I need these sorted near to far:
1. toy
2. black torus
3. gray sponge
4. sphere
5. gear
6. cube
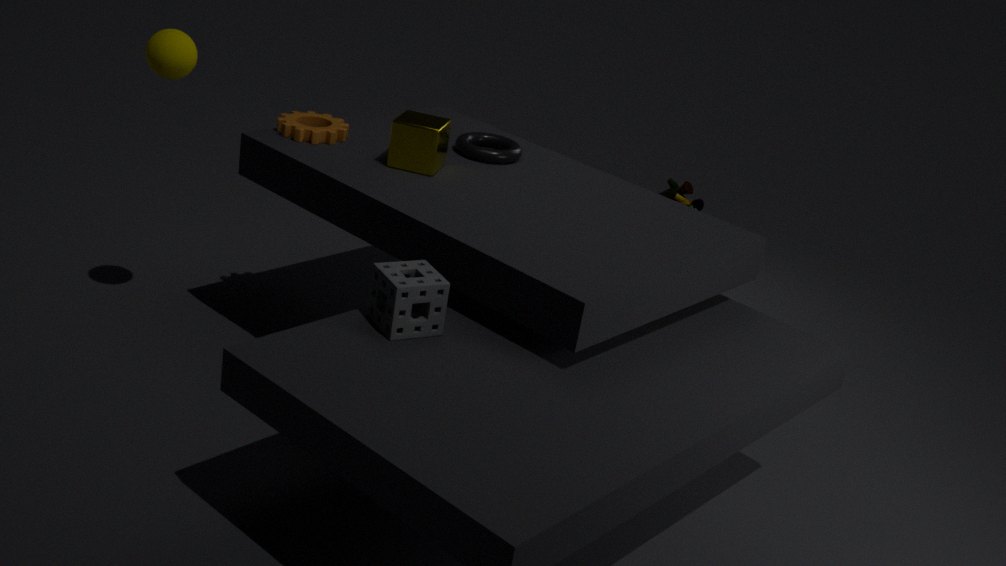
gray sponge < sphere < cube < gear < black torus < toy
